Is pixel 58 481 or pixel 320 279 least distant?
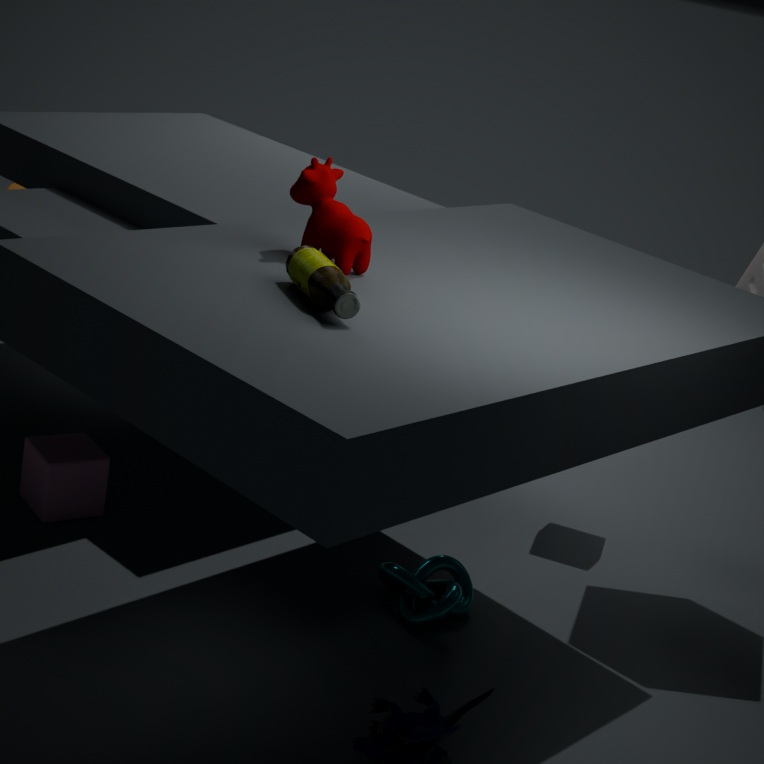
pixel 320 279
